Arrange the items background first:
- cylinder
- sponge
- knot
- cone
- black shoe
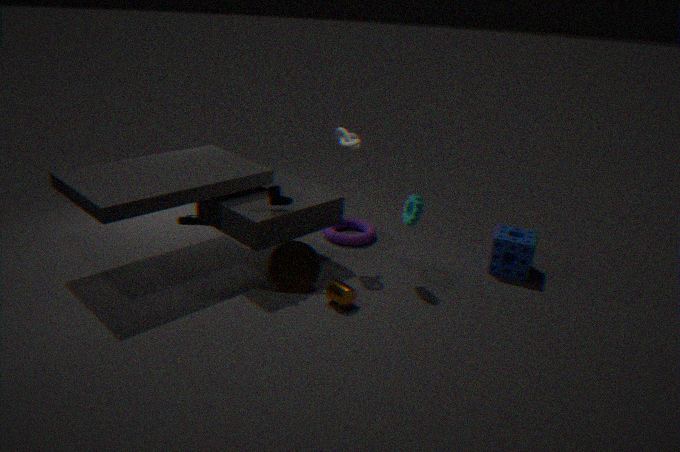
1. black shoe
2. sponge
3. knot
4. cone
5. cylinder
